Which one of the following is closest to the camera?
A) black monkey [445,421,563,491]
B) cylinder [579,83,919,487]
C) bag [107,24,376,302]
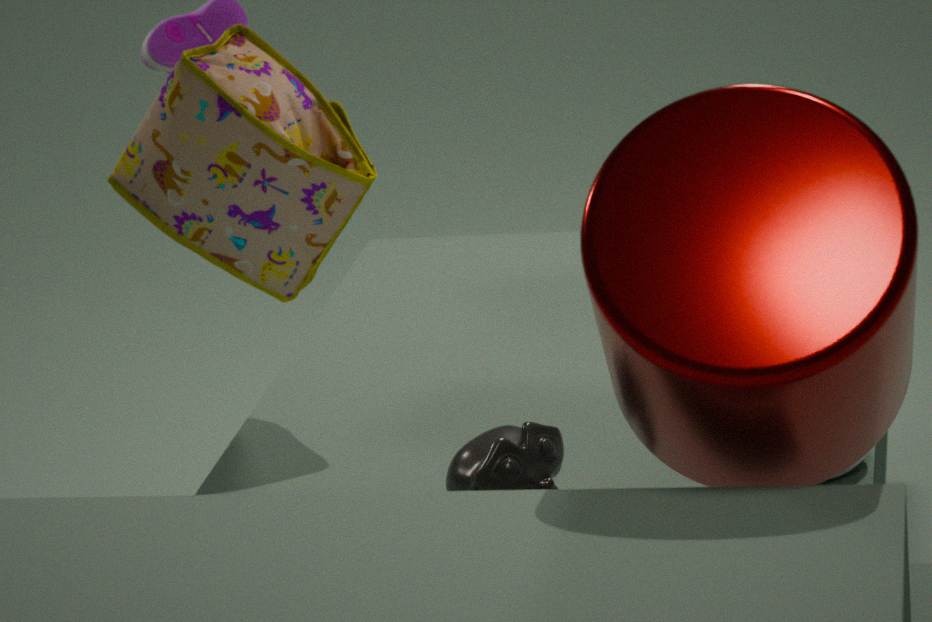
cylinder [579,83,919,487]
